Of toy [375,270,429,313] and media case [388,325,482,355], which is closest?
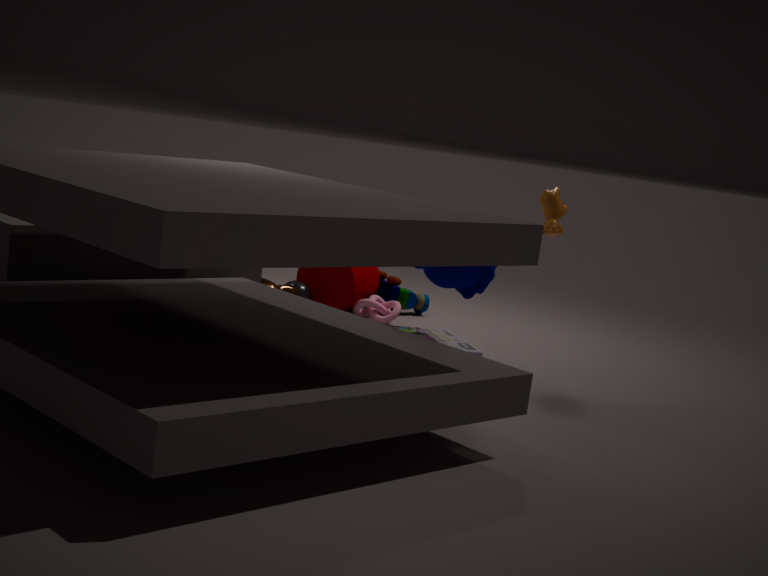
media case [388,325,482,355]
